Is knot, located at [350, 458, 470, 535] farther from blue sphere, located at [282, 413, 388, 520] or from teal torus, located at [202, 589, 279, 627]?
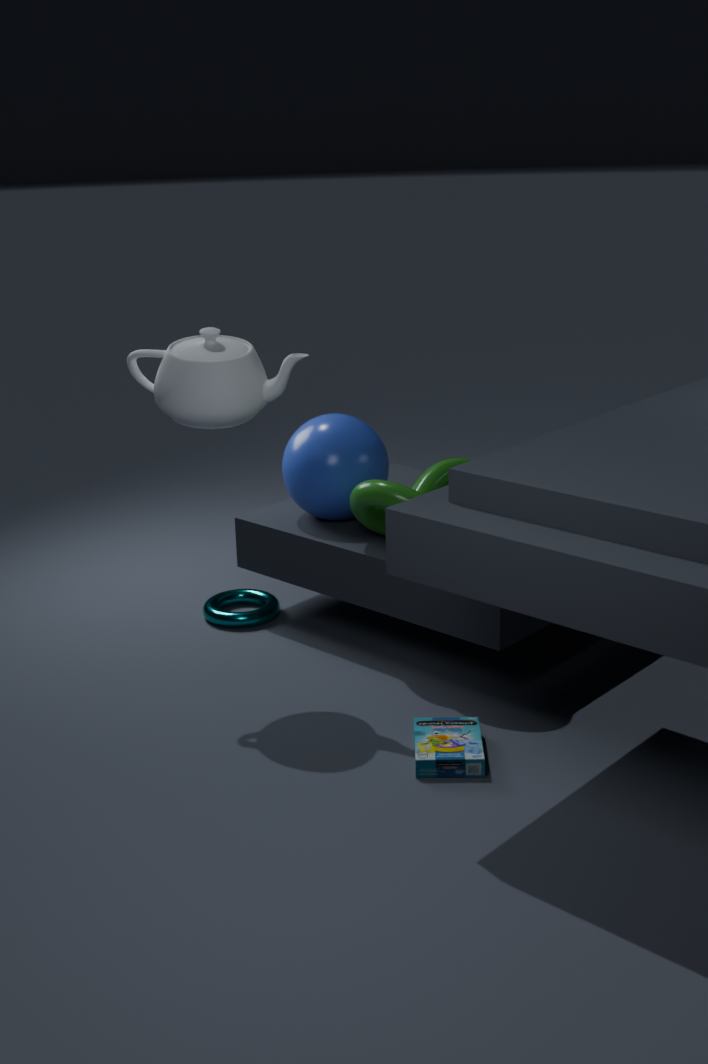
teal torus, located at [202, 589, 279, 627]
